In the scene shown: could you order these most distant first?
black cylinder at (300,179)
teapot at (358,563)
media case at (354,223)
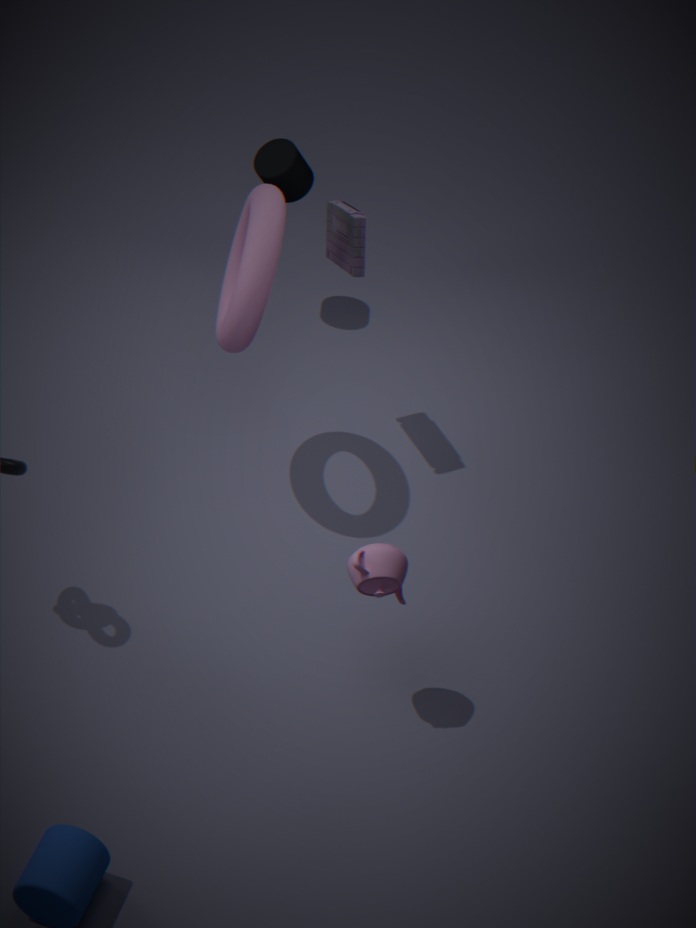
black cylinder at (300,179) → media case at (354,223) → teapot at (358,563)
